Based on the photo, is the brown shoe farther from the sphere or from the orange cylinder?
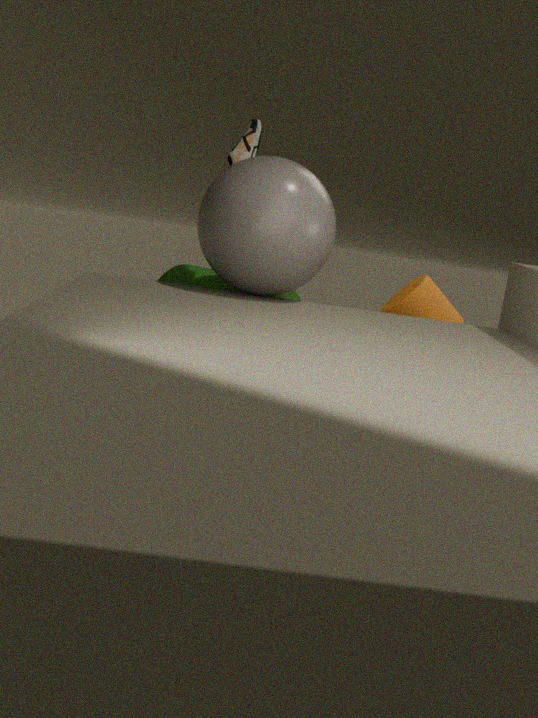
the orange cylinder
